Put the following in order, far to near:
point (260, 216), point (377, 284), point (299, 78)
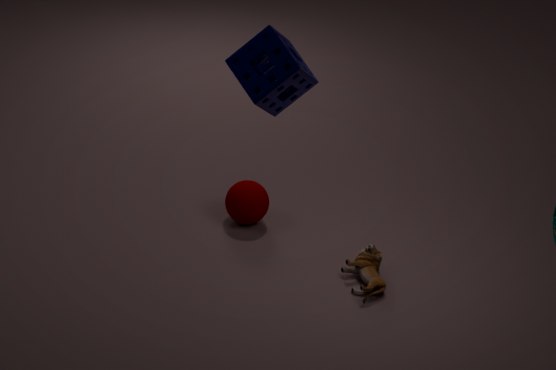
point (260, 216)
point (377, 284)
point (299, 78)
